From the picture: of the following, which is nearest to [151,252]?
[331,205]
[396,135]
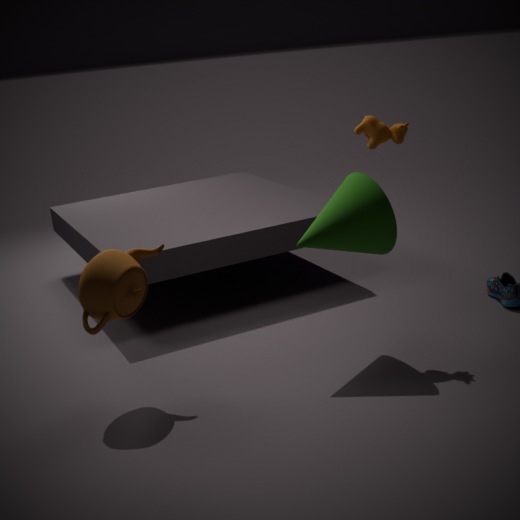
[331,205]
